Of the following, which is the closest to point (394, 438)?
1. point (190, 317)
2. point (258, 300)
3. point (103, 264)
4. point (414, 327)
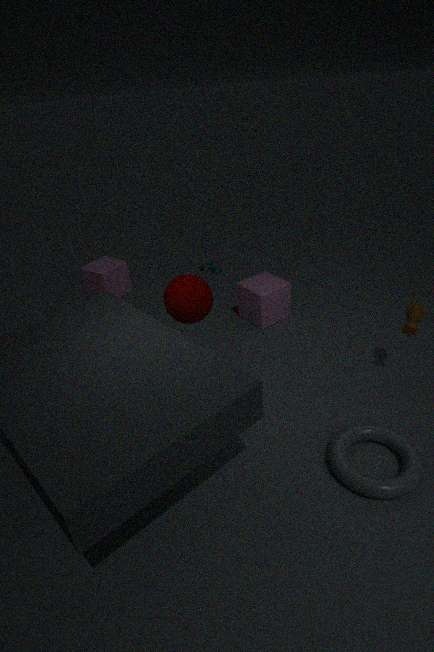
point (414, 327)
